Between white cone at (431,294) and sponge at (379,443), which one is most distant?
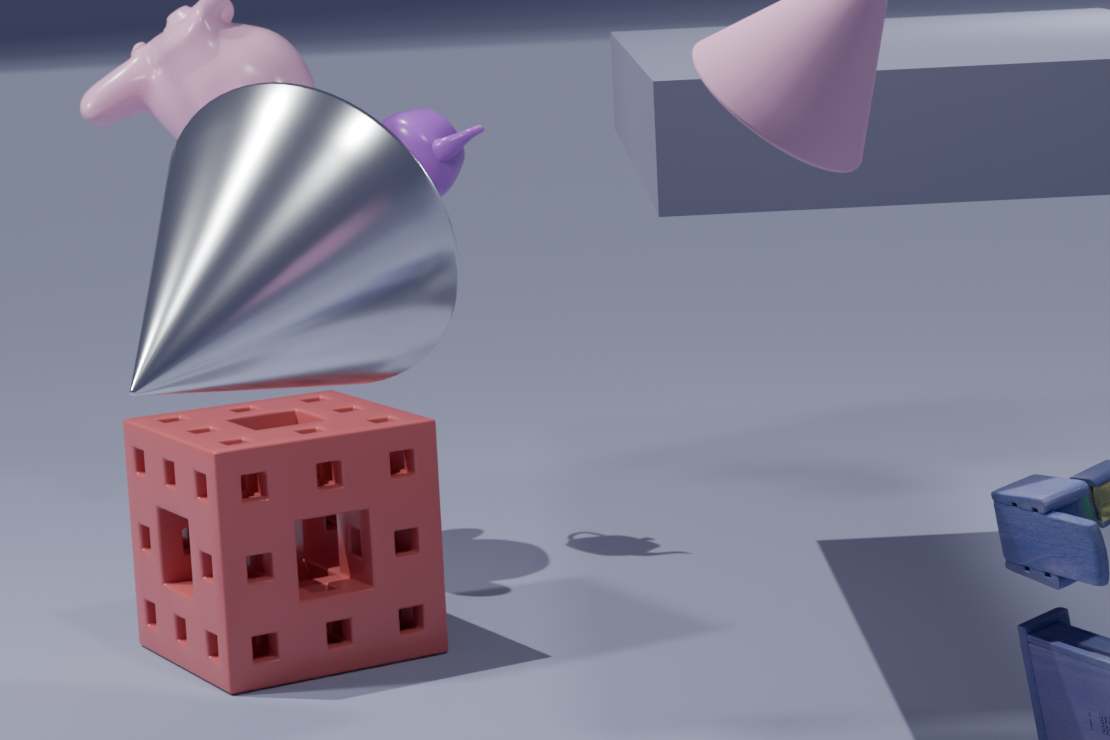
sponge at (379,443)
